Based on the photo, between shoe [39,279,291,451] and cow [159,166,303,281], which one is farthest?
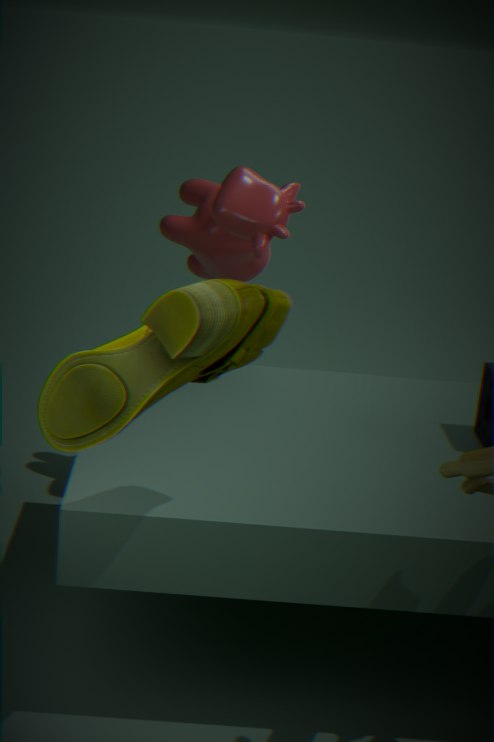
cow [159,166,303,281]
